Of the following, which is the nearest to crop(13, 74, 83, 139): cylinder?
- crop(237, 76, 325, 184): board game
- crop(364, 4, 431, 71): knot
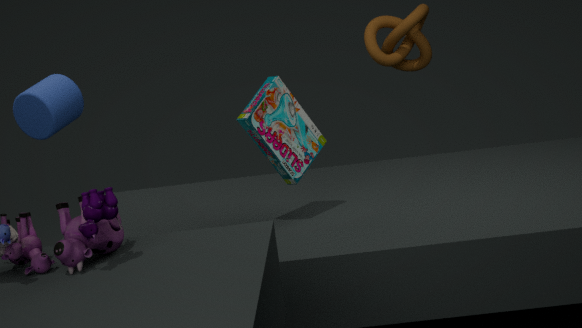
crop(364, 4, 431, 71): knot
